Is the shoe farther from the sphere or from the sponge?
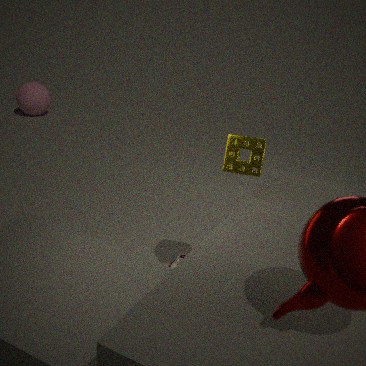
the sphere
